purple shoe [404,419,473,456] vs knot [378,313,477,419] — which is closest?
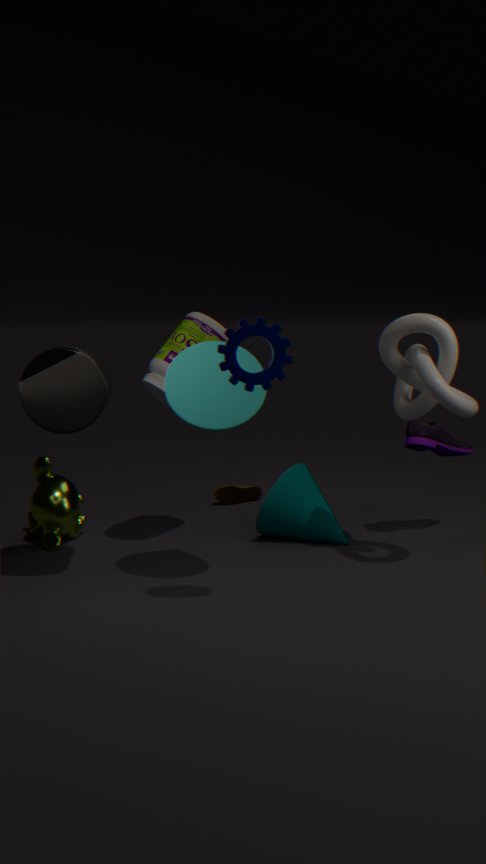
knot [378,313,477,419]
